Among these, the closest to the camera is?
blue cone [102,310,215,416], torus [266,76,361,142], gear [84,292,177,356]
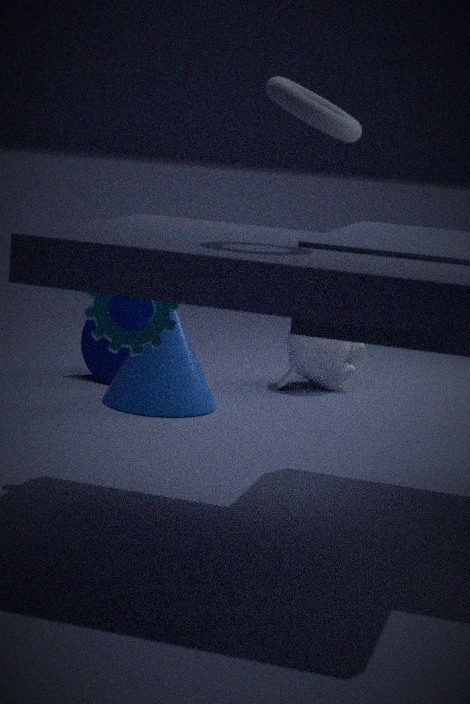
torus [266,76,361,142]
